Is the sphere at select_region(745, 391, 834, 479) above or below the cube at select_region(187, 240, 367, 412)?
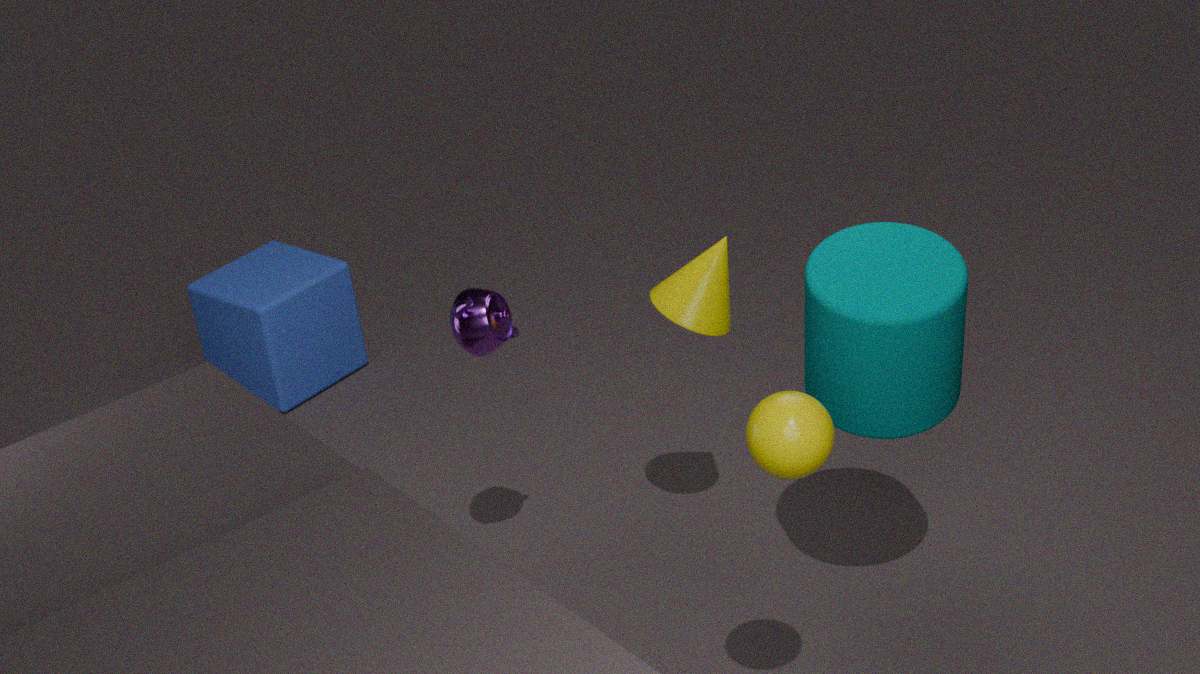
above
